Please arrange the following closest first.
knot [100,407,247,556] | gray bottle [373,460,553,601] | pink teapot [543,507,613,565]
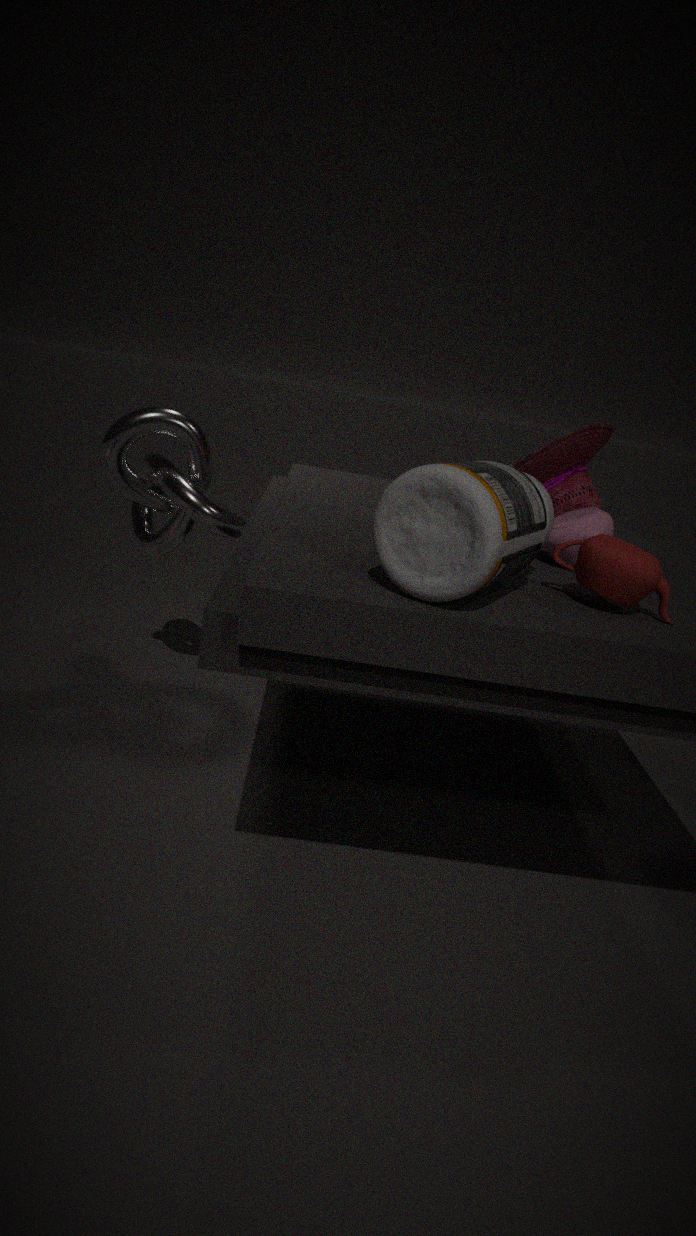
1. gray bottle [373,460,553,601]
2. pink teapot [543,507,613,565]
3. knot [100,407,247,556]
